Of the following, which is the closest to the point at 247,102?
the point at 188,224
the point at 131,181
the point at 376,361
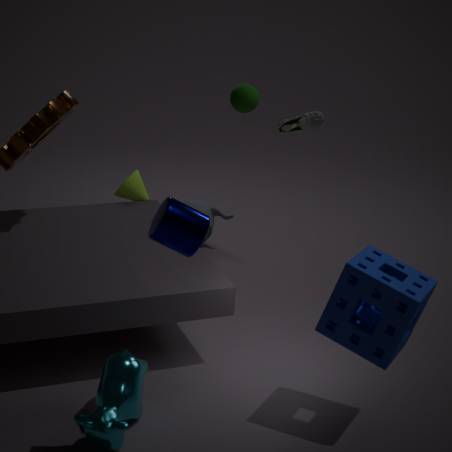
the point at 131,181
